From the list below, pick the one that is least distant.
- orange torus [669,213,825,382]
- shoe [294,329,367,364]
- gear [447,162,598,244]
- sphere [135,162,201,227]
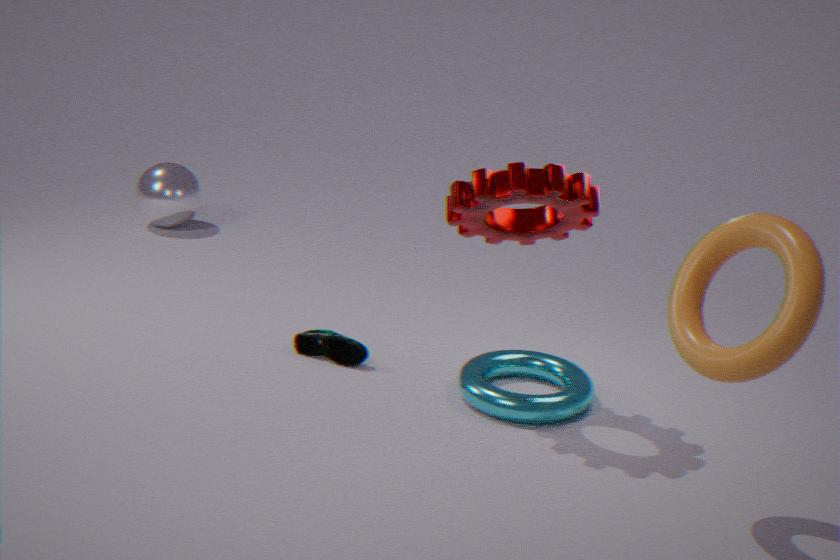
orange torus [669,213,825,382]
